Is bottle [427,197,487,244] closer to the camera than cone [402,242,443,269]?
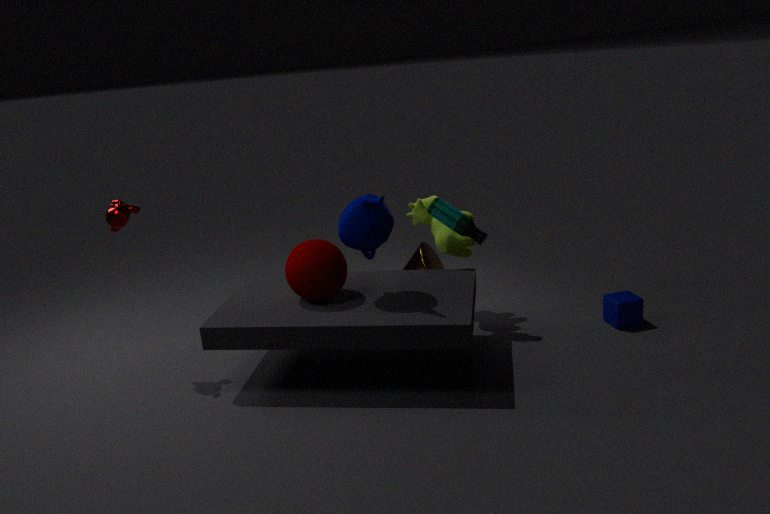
Yes
